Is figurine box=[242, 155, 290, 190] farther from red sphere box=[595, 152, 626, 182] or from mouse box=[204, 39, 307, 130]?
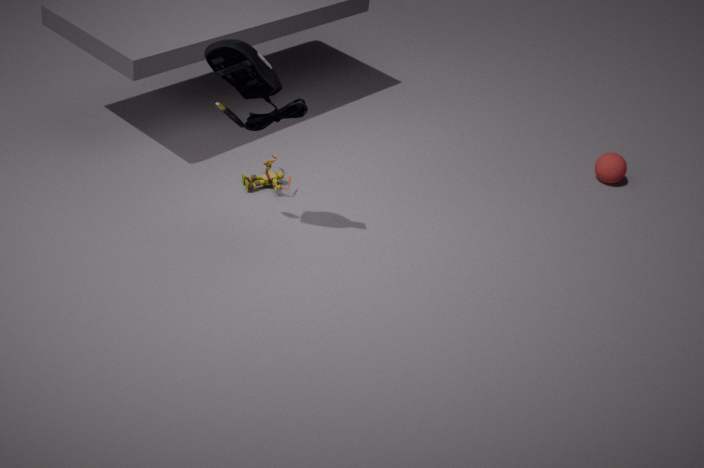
red sphere box=[595, 152, 626, 182]
